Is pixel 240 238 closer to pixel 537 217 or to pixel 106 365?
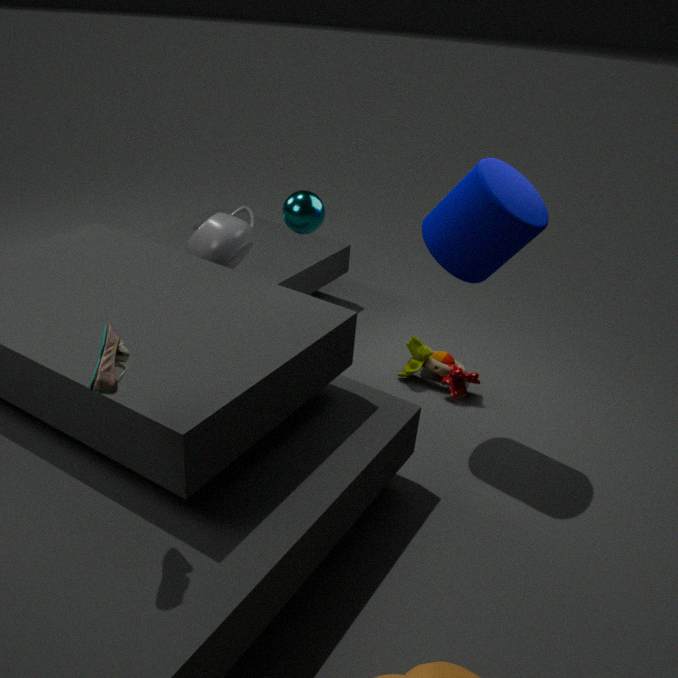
pixel 537 217
